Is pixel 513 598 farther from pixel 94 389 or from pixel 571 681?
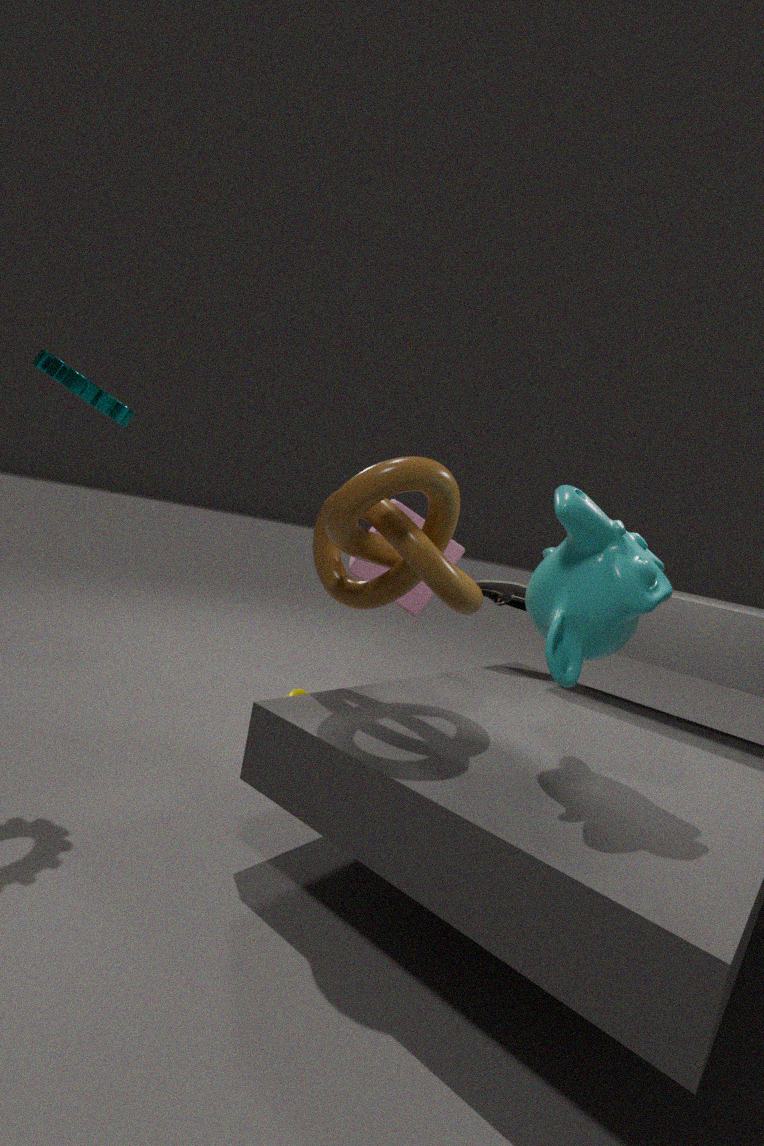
pixel 94 389
